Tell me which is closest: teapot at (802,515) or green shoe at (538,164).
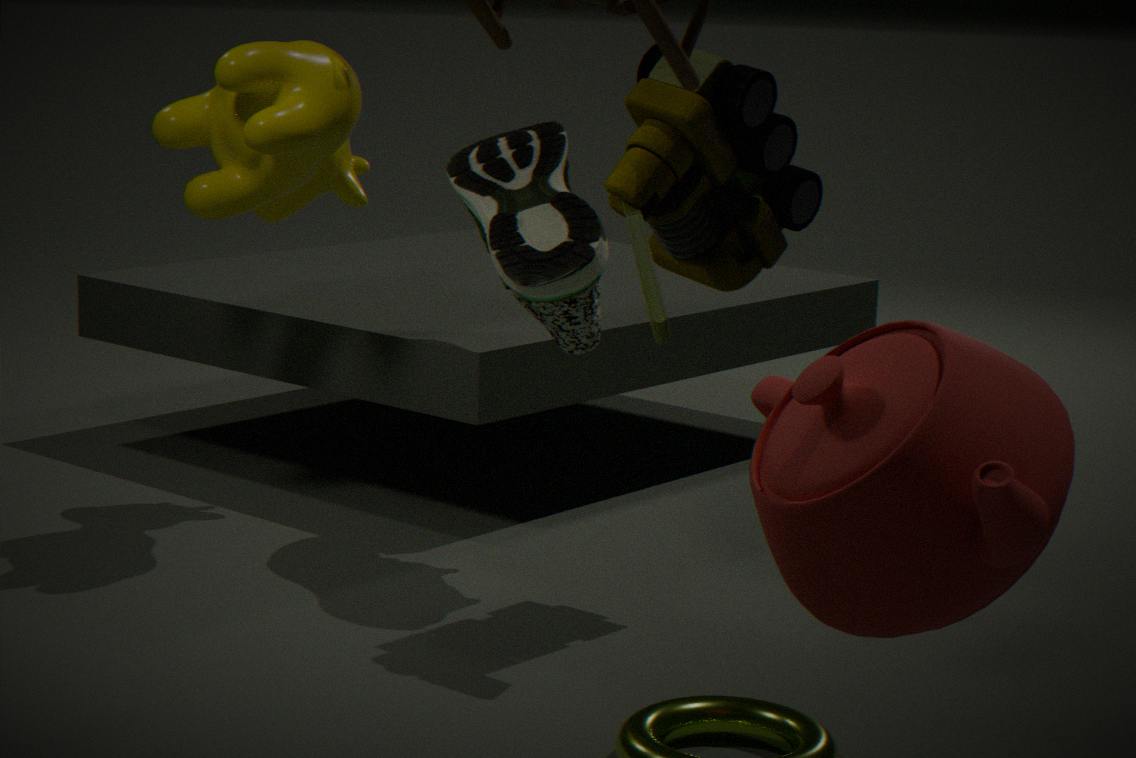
teapot at (802,515)
